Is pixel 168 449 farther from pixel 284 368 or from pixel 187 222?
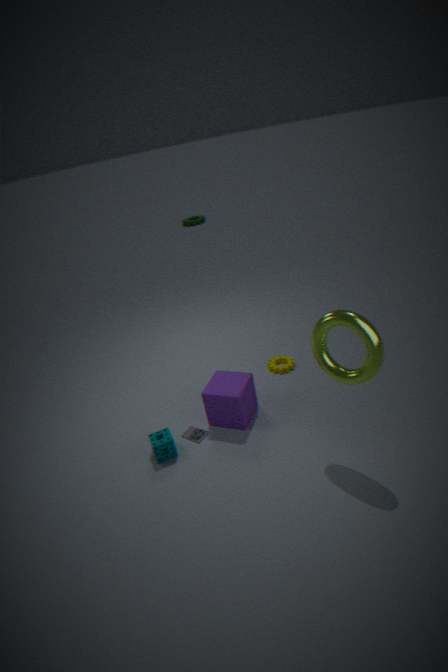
pixel 187 222
